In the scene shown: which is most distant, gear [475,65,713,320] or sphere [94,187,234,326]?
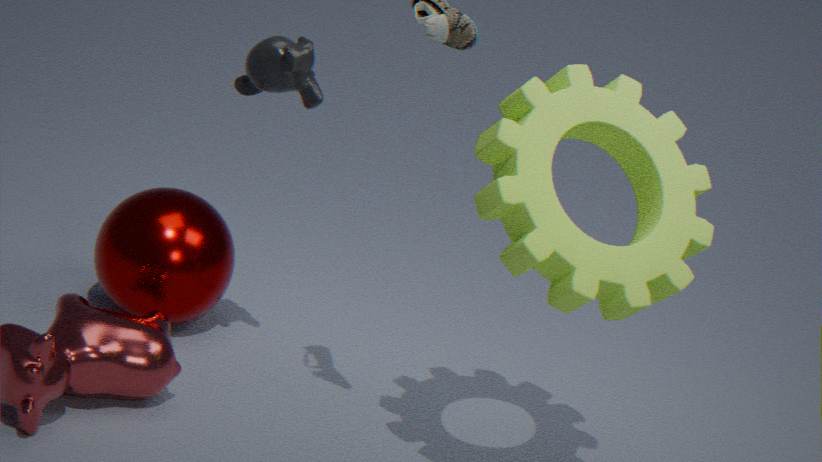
sphere [94,187,234,326]
